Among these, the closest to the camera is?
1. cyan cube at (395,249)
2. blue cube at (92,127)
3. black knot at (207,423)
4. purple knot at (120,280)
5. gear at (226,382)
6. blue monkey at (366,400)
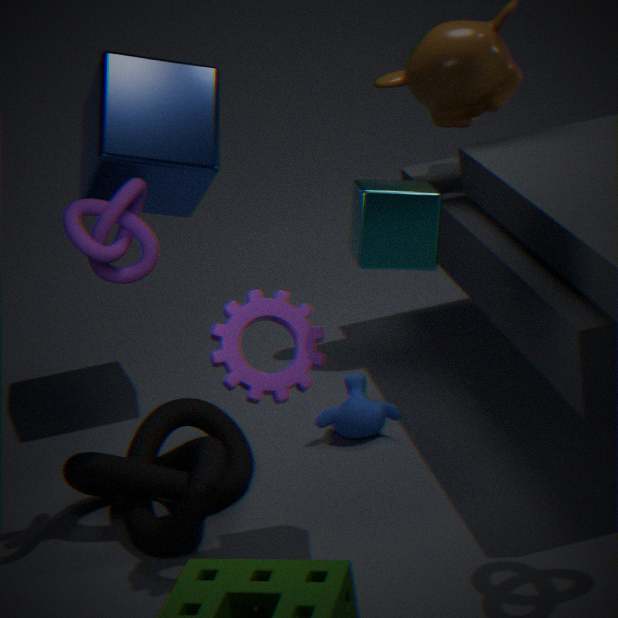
cyan cube at (395,249)
